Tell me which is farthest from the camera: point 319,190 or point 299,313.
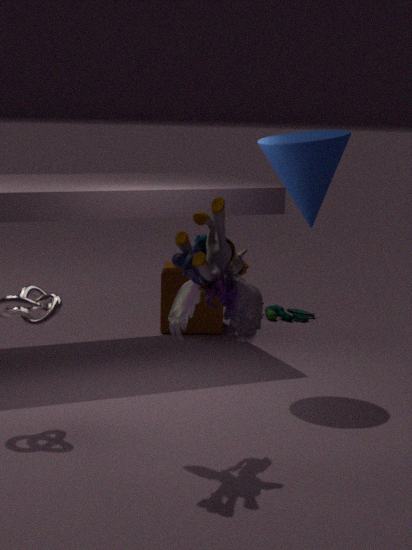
point 299,313
